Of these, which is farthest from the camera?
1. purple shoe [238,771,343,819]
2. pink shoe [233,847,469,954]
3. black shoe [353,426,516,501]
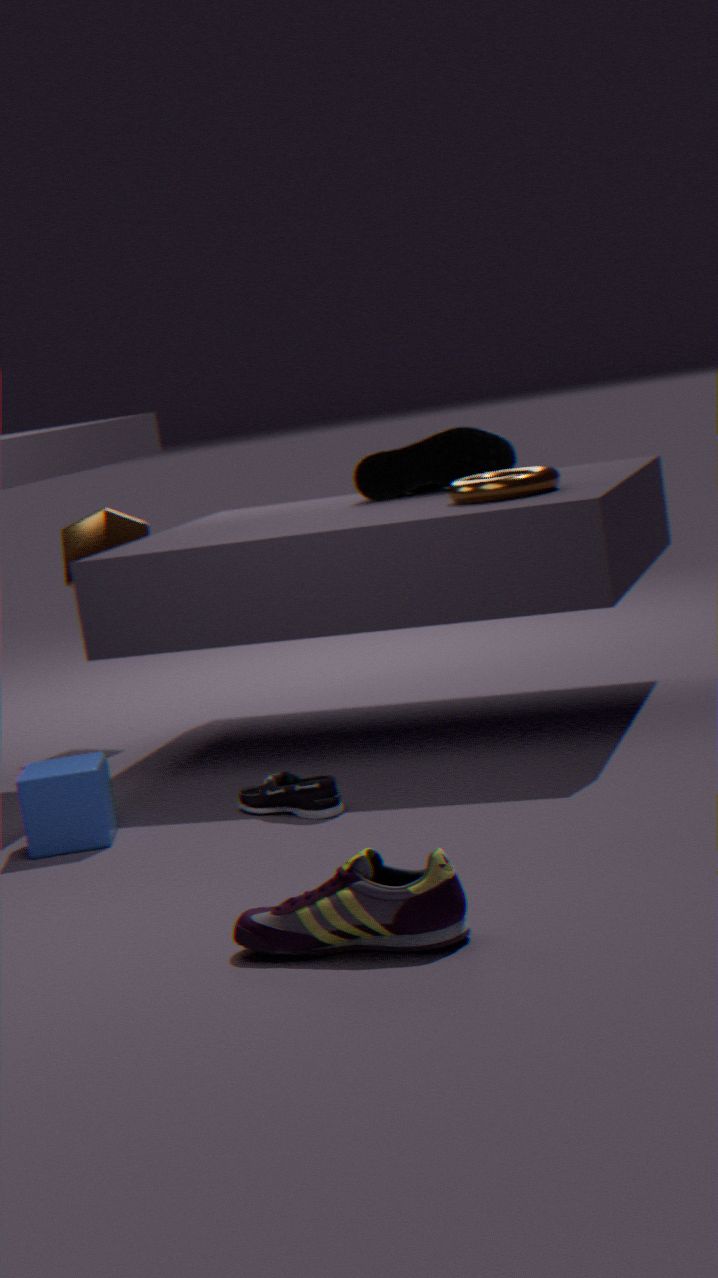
black shoe [353,426,516,501]
